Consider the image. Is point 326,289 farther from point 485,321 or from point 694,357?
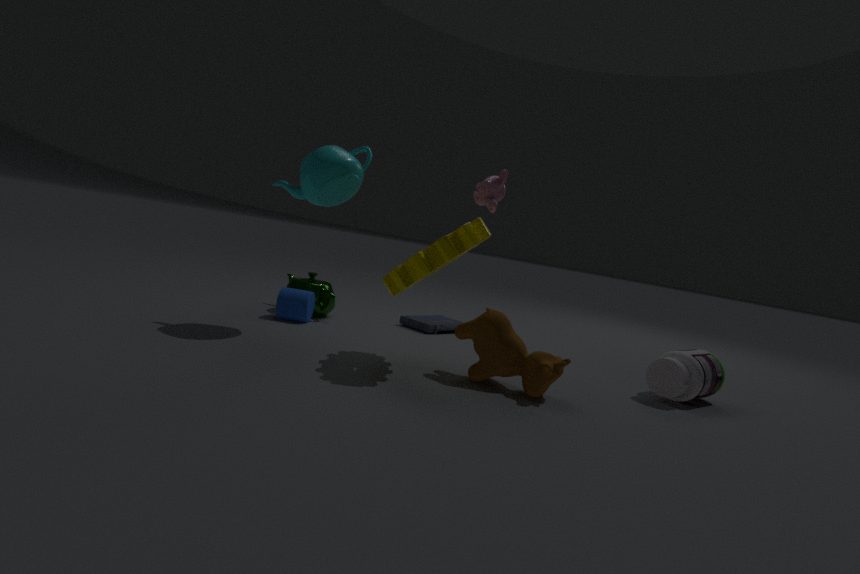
point 694,357
